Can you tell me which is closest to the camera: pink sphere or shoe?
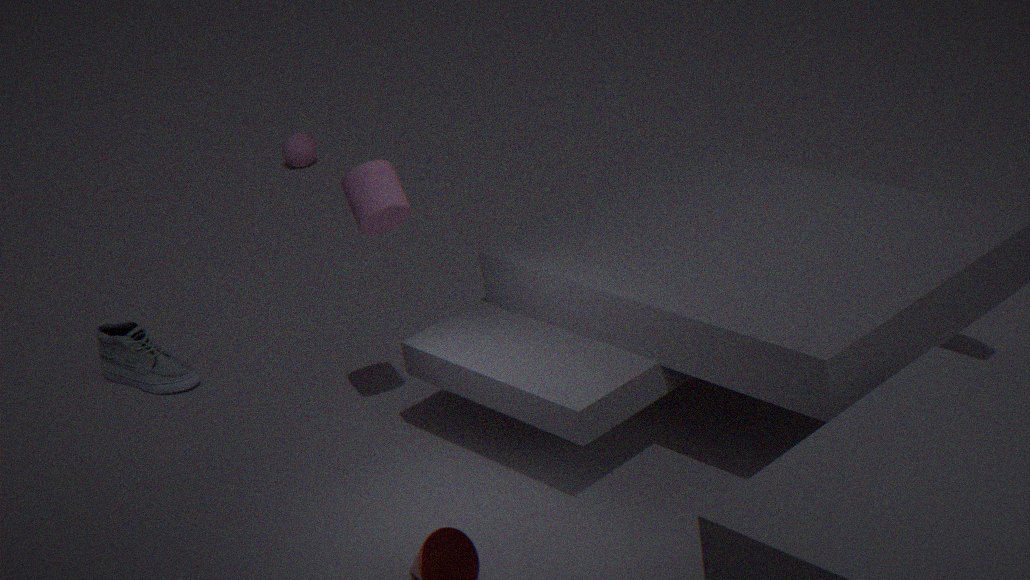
shoe
